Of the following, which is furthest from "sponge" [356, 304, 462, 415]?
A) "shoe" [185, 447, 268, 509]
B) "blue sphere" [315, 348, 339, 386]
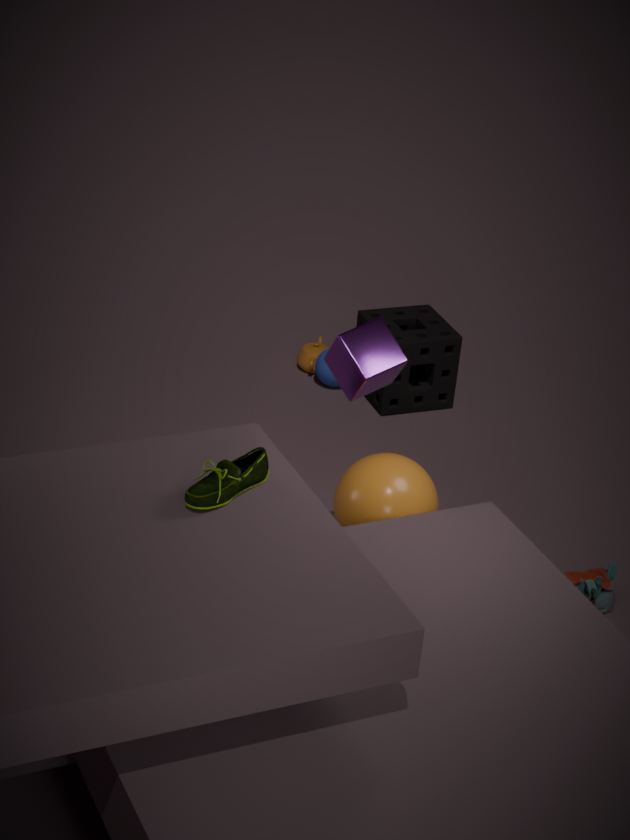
"shoe" [185, 447, 268, 509]
